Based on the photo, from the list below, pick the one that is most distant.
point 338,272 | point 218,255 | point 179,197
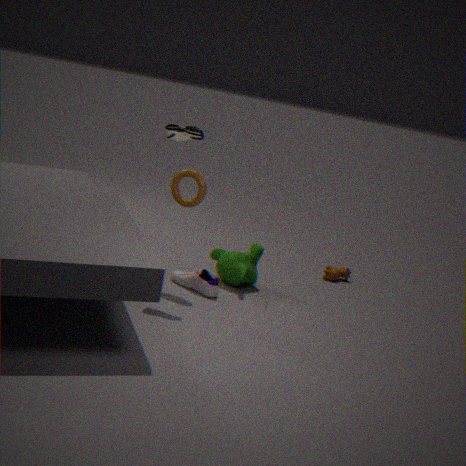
point 338,272
